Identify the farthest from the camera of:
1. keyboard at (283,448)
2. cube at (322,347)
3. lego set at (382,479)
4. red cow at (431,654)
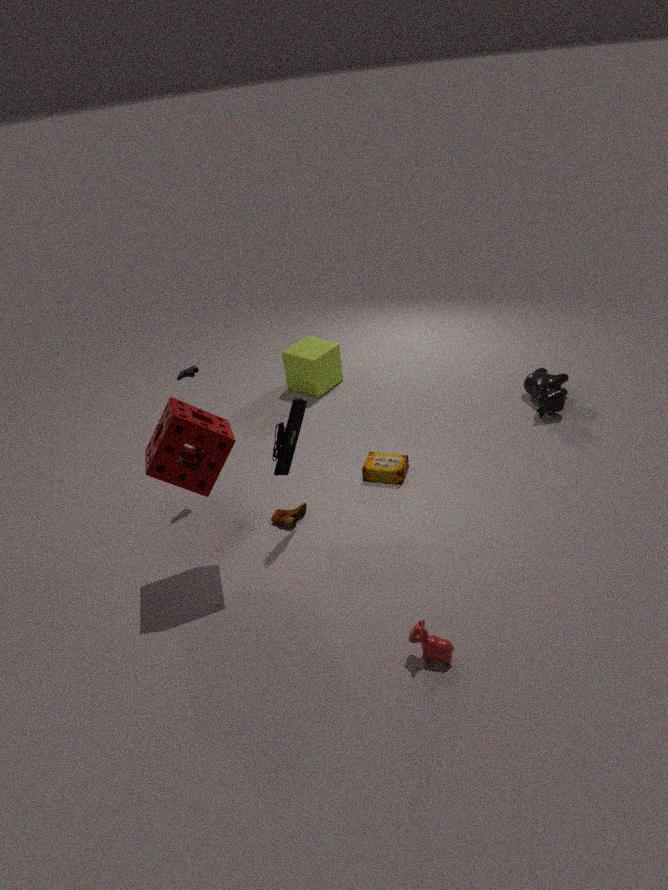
cube at (322,347)
